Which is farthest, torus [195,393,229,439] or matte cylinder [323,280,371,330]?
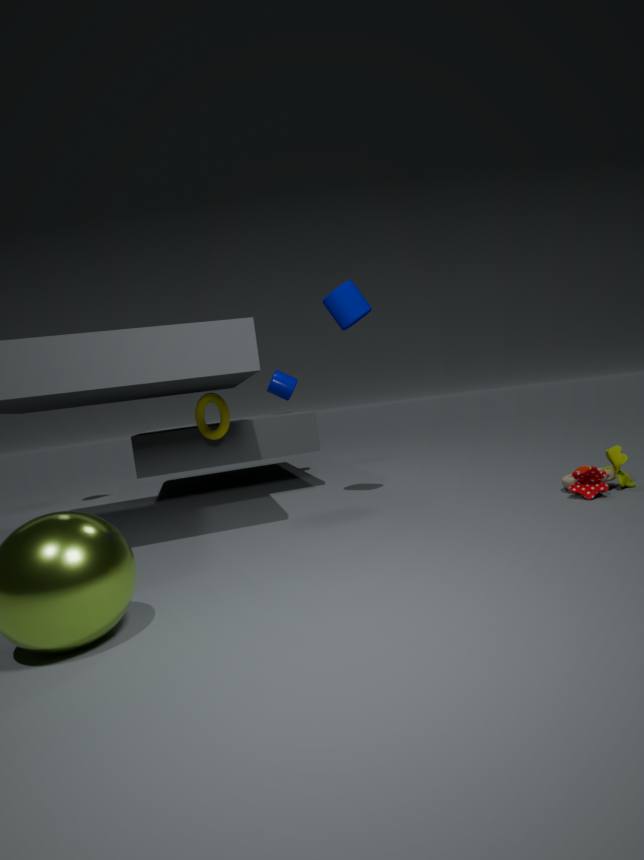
torus [195,393,229,439]
